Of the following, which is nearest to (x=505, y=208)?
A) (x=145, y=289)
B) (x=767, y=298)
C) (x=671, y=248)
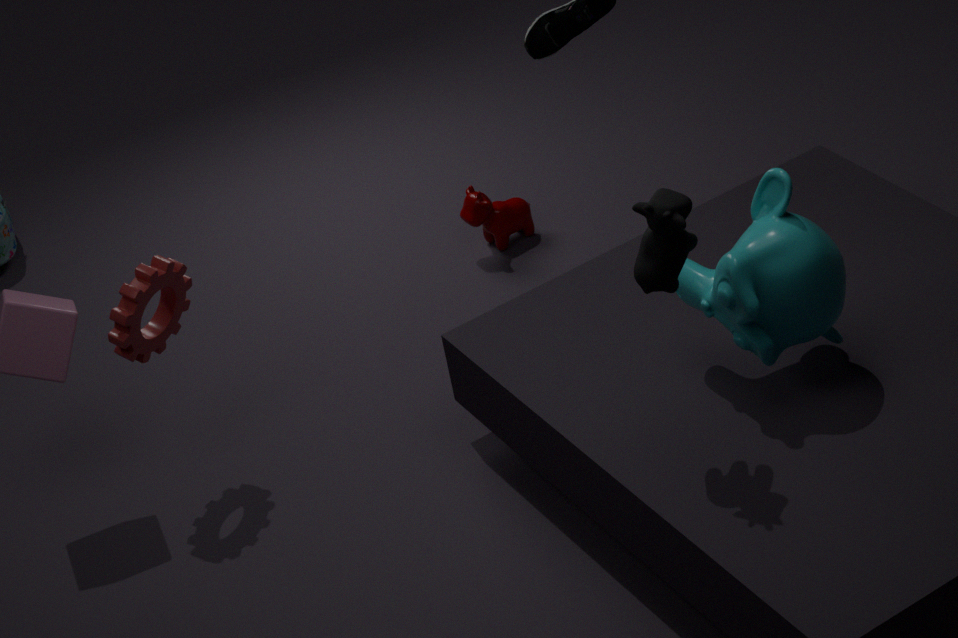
(x=145, y=289)
